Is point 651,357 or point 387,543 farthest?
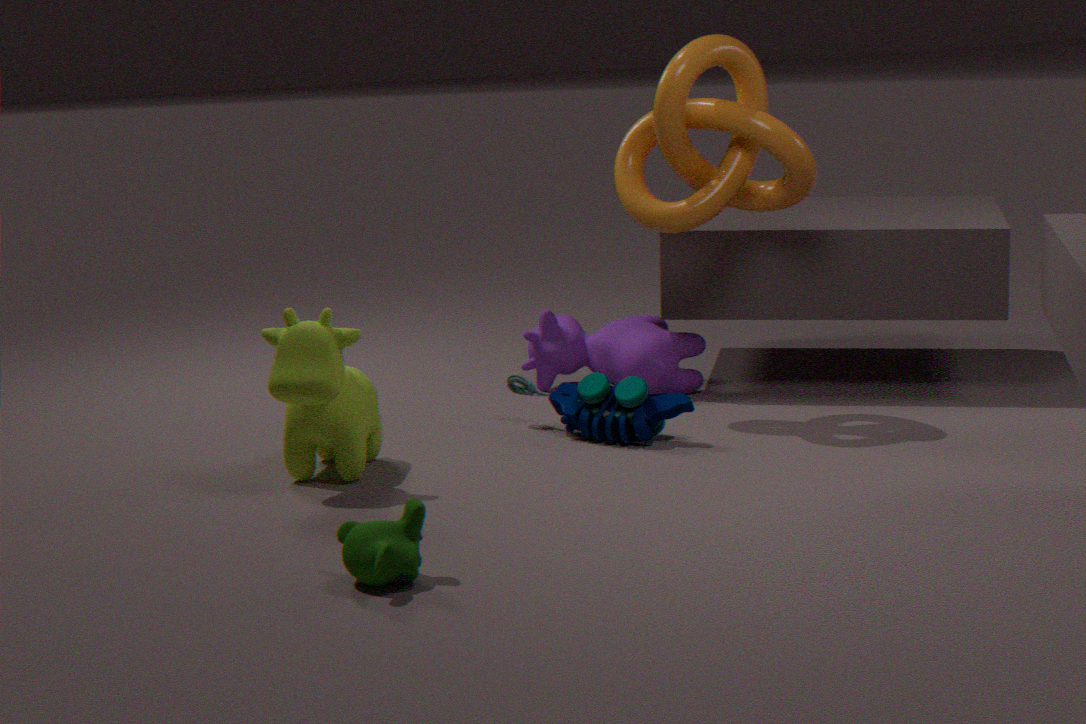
point 651,357
